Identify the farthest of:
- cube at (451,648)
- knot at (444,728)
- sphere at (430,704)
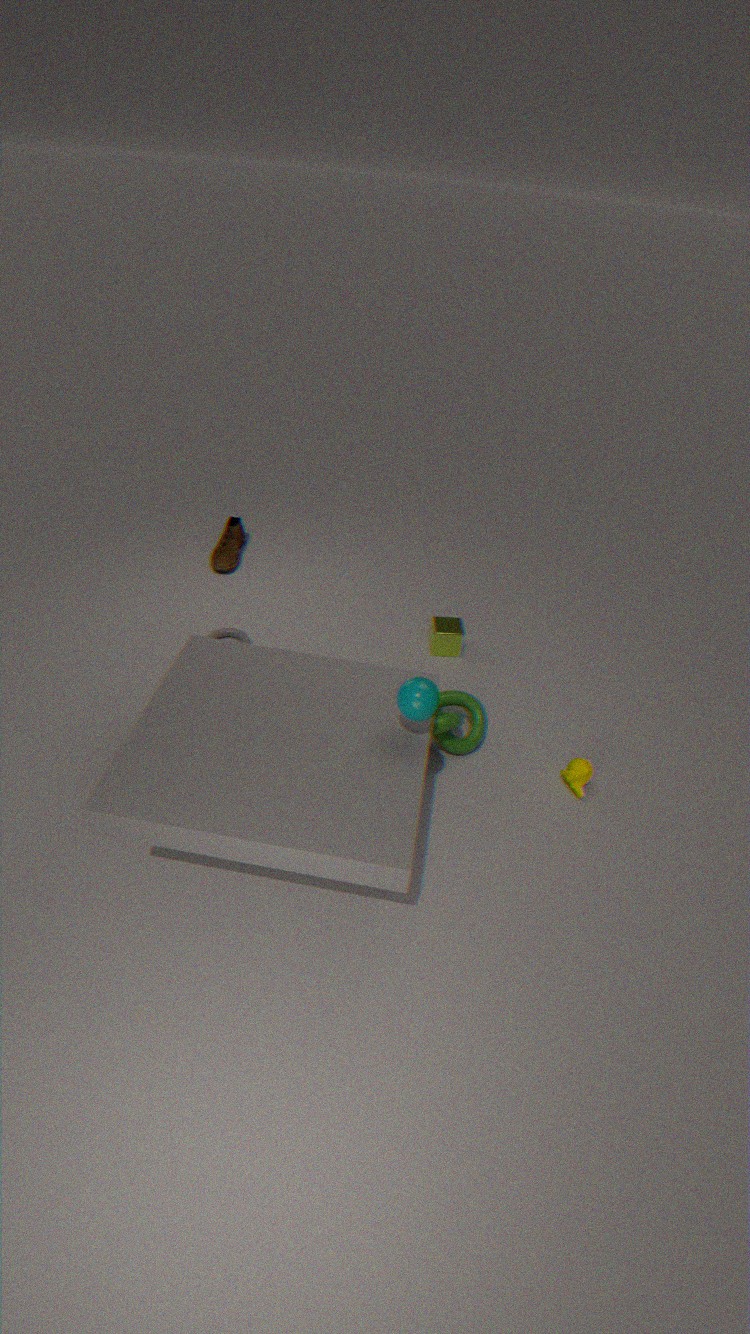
cube at (451,648)
